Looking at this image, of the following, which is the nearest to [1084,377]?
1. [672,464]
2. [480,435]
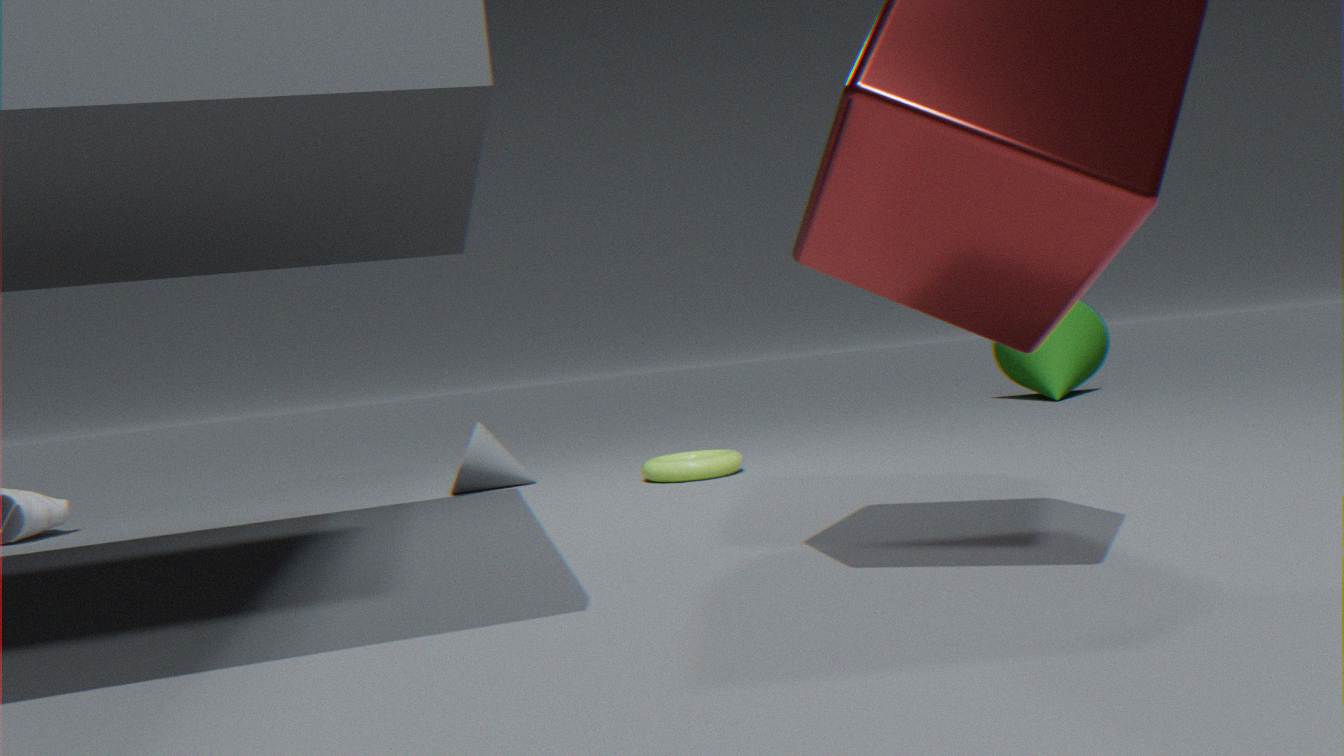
[672,464]
